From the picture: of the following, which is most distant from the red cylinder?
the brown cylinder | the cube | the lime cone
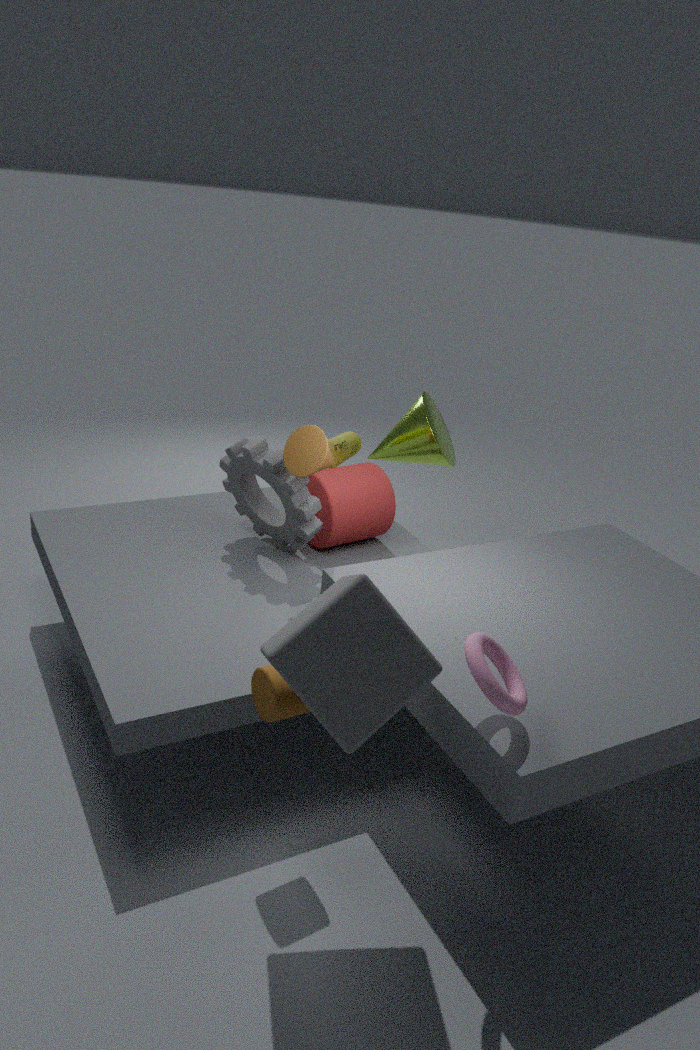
the cube
